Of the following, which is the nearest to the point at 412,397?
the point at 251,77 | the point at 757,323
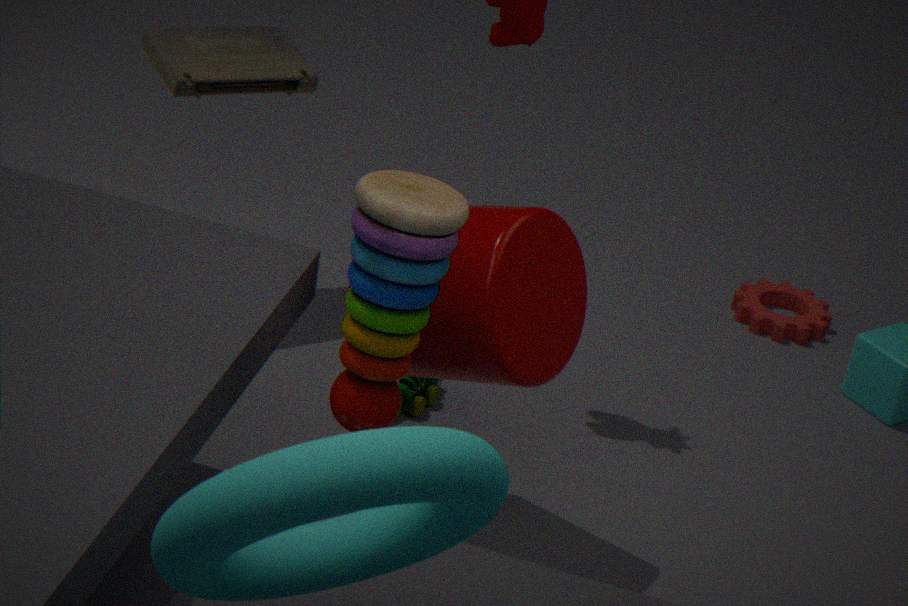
the point at 251,77
